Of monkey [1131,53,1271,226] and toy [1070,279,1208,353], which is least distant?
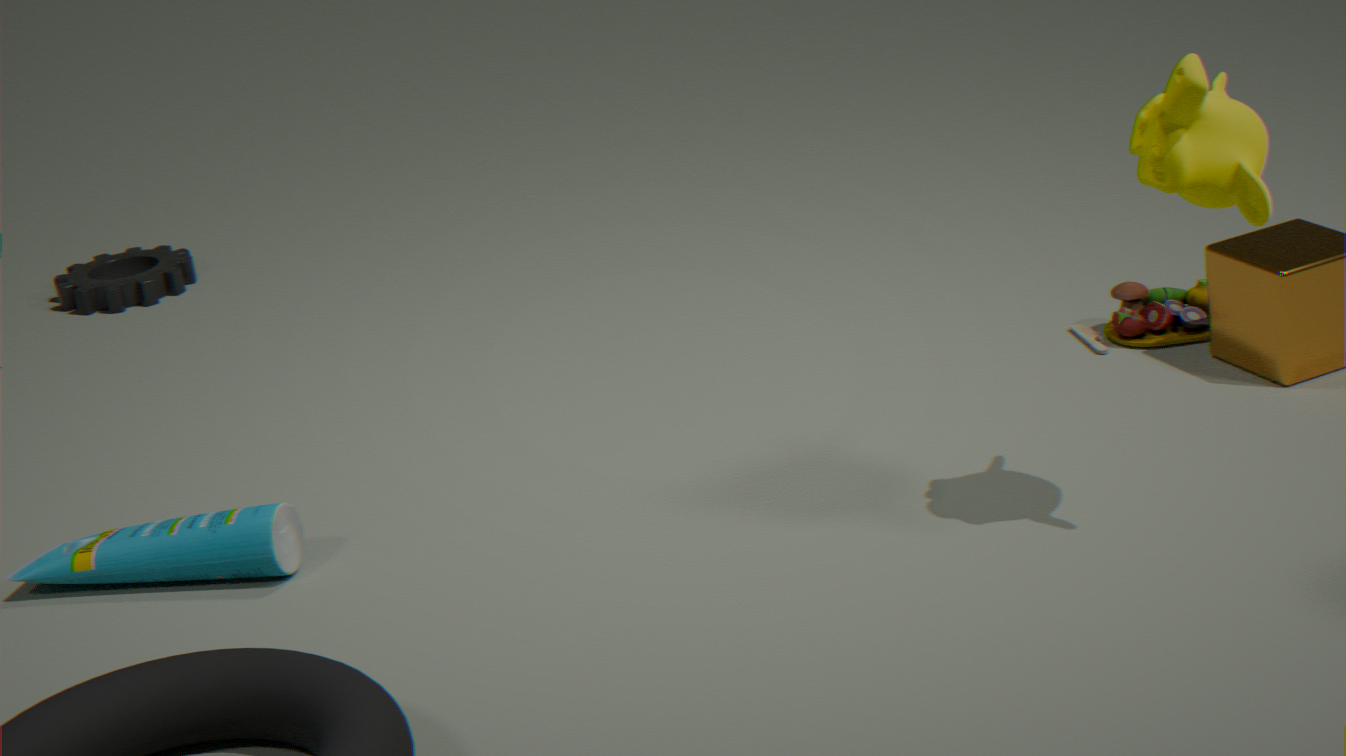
monkey [1131,53,1271,226]
